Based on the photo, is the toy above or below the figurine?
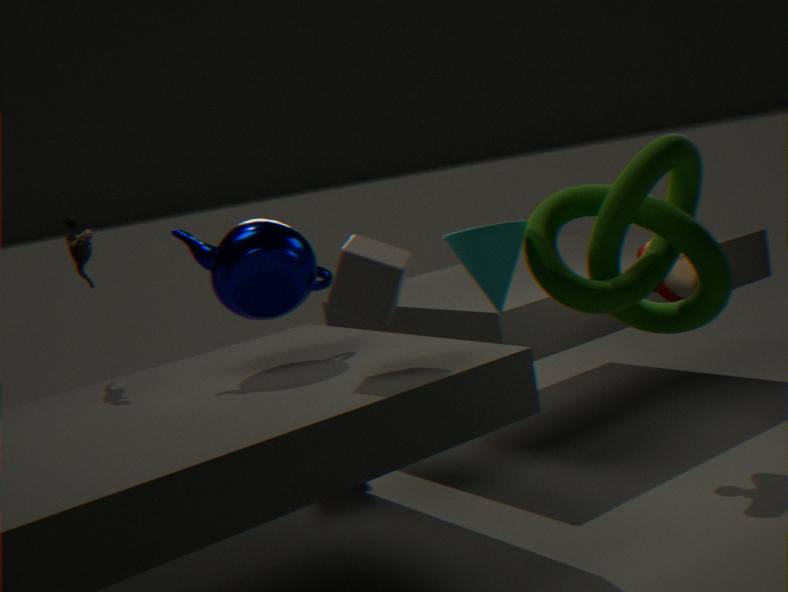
below
